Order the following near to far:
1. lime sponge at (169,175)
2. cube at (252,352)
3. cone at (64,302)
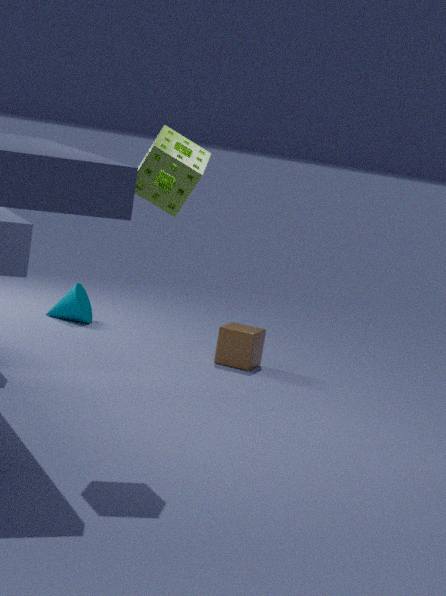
1. lime sponge at (169,175)
2. cube at (252,352)
3. cone at (64,302)
